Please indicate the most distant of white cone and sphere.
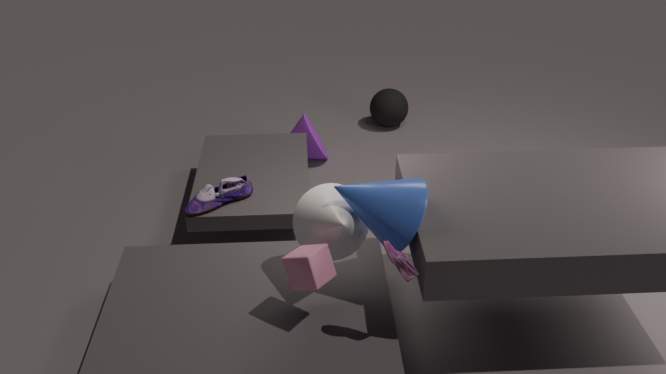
sphere
